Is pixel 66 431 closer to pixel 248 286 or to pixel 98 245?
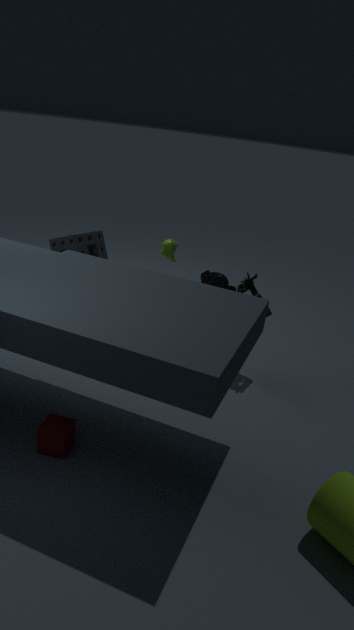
pixel 248 286
